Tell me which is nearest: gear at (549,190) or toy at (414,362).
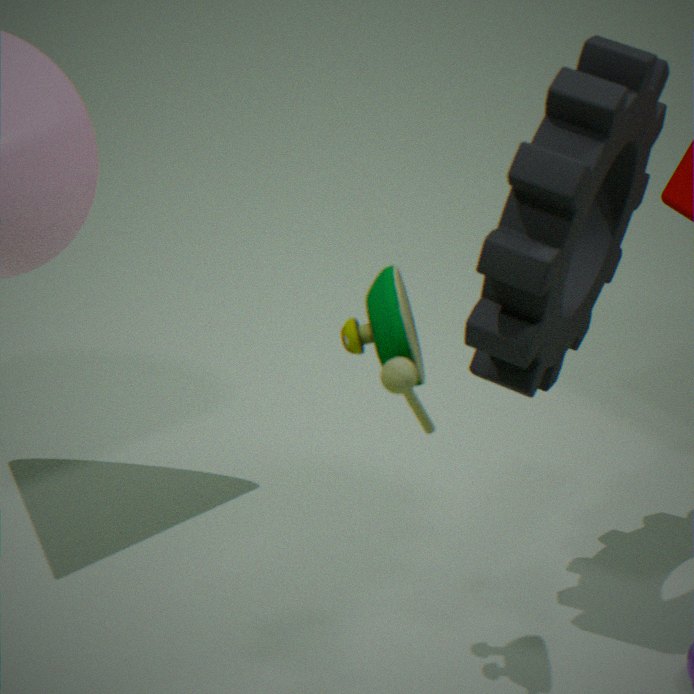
toy at (414,362)
